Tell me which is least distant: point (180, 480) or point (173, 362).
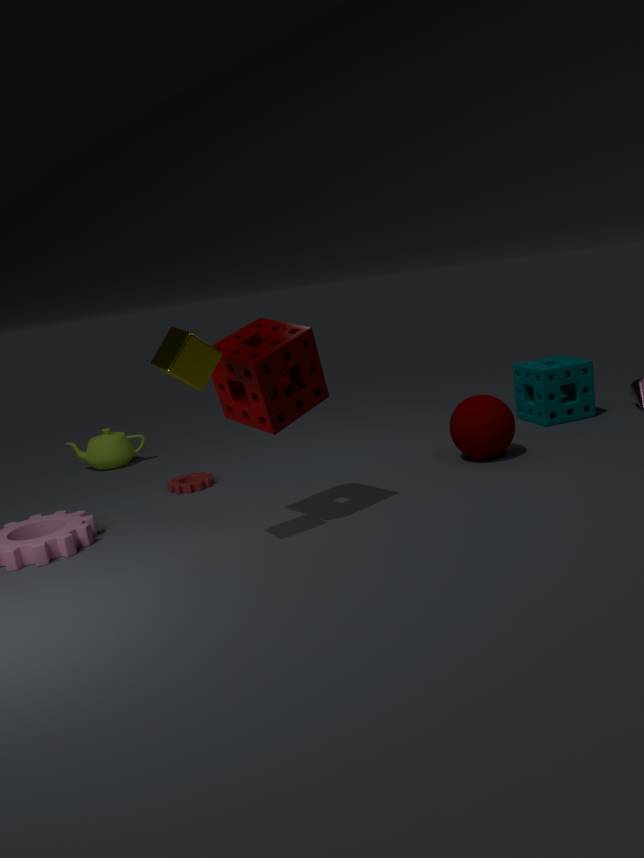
point (173, 362)
